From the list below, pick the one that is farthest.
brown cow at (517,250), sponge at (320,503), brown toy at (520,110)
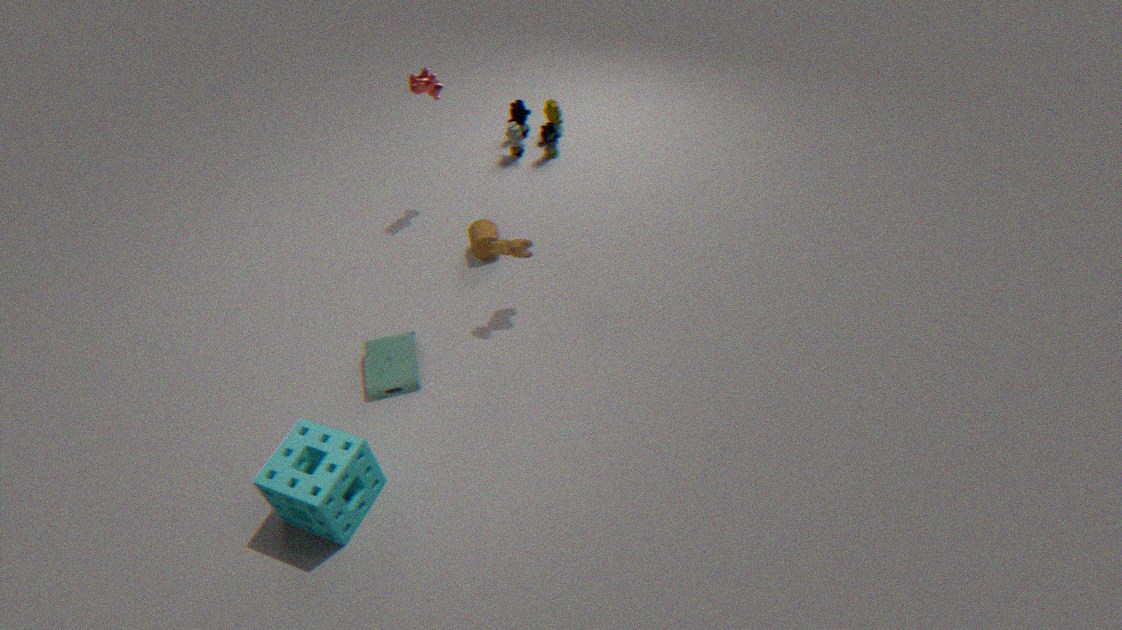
brown toy at (520,110)
